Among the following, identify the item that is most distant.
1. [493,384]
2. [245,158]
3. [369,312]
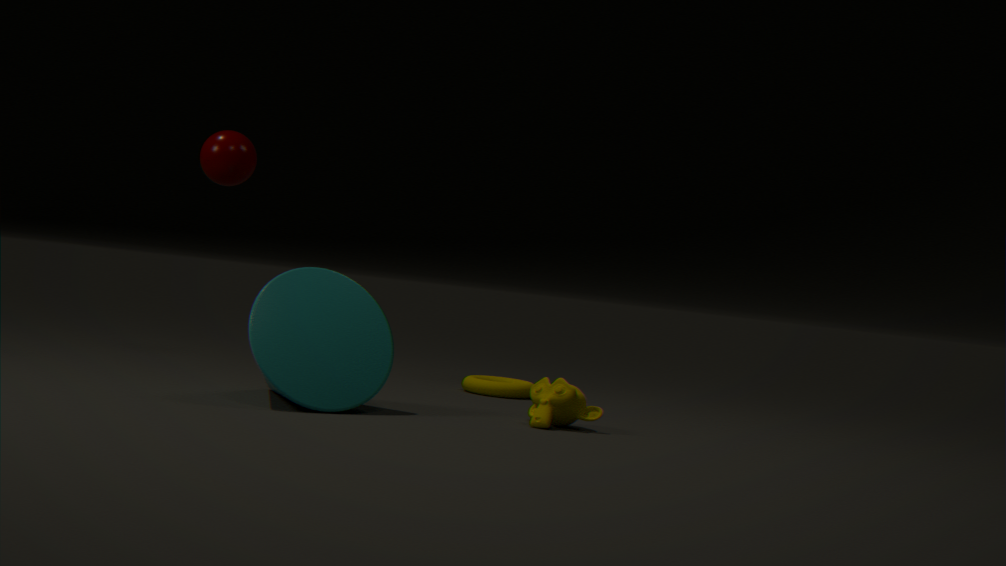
[493,384]
